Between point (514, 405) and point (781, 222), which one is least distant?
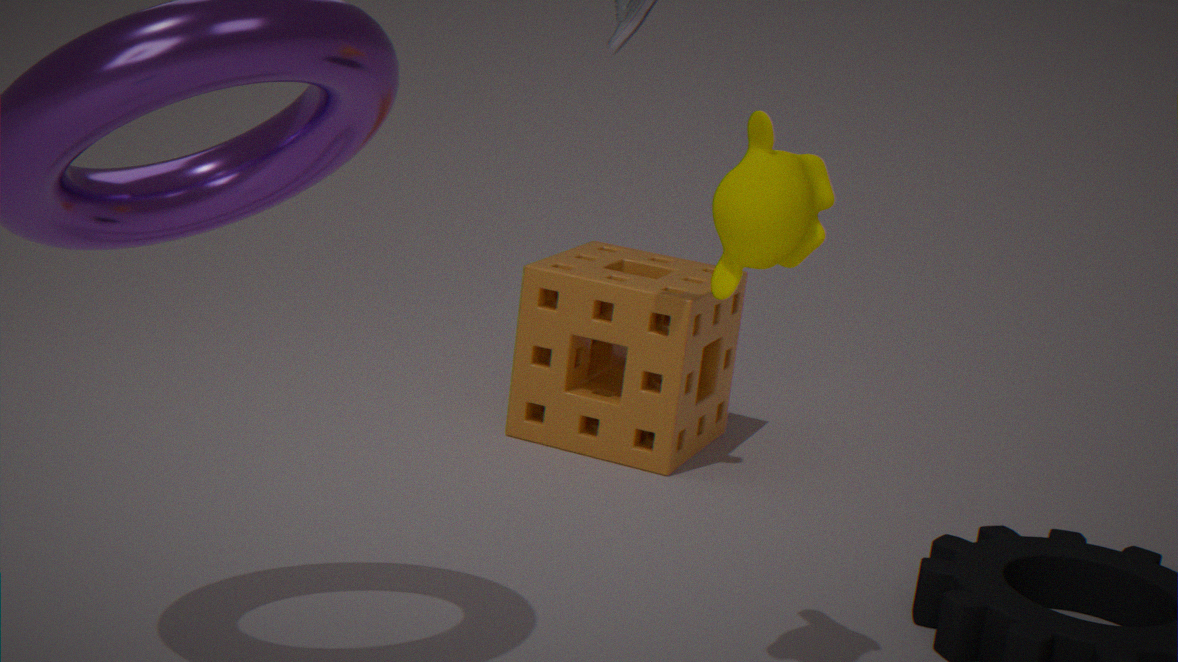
point (781, 222)
